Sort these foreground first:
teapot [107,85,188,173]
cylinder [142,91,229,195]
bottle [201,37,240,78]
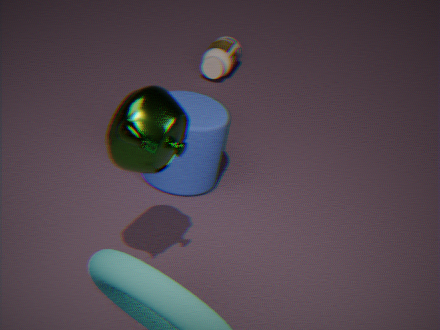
teapot [107,85,188,173] → cylinder [142,91,229,195] → bottle [201,37,240,78]
